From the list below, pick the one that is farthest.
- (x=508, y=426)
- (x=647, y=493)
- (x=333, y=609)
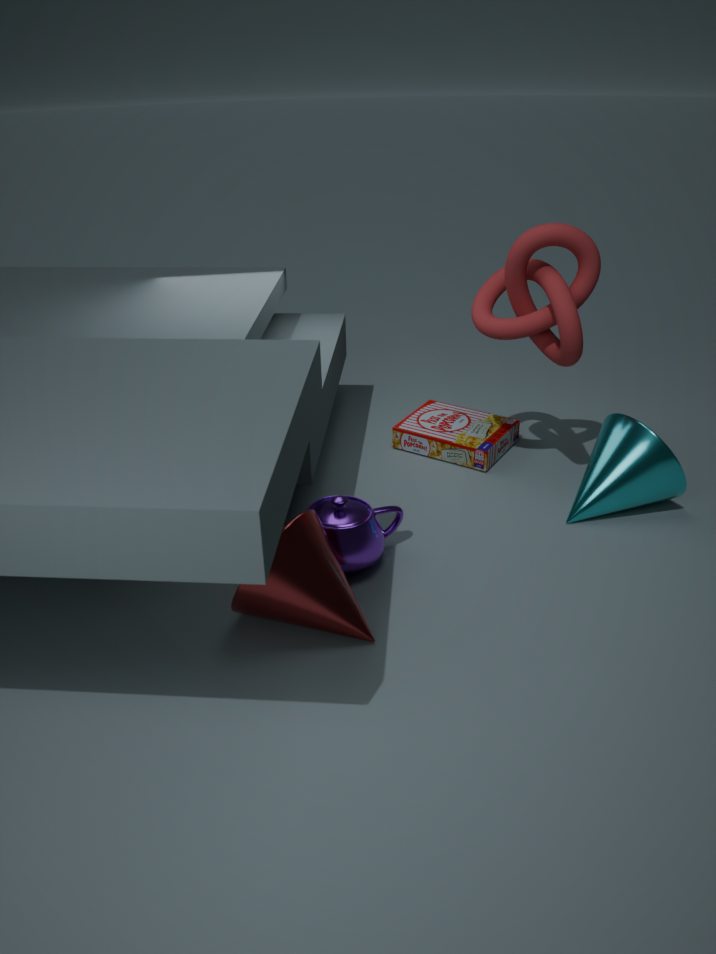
(x=508, y=426)
